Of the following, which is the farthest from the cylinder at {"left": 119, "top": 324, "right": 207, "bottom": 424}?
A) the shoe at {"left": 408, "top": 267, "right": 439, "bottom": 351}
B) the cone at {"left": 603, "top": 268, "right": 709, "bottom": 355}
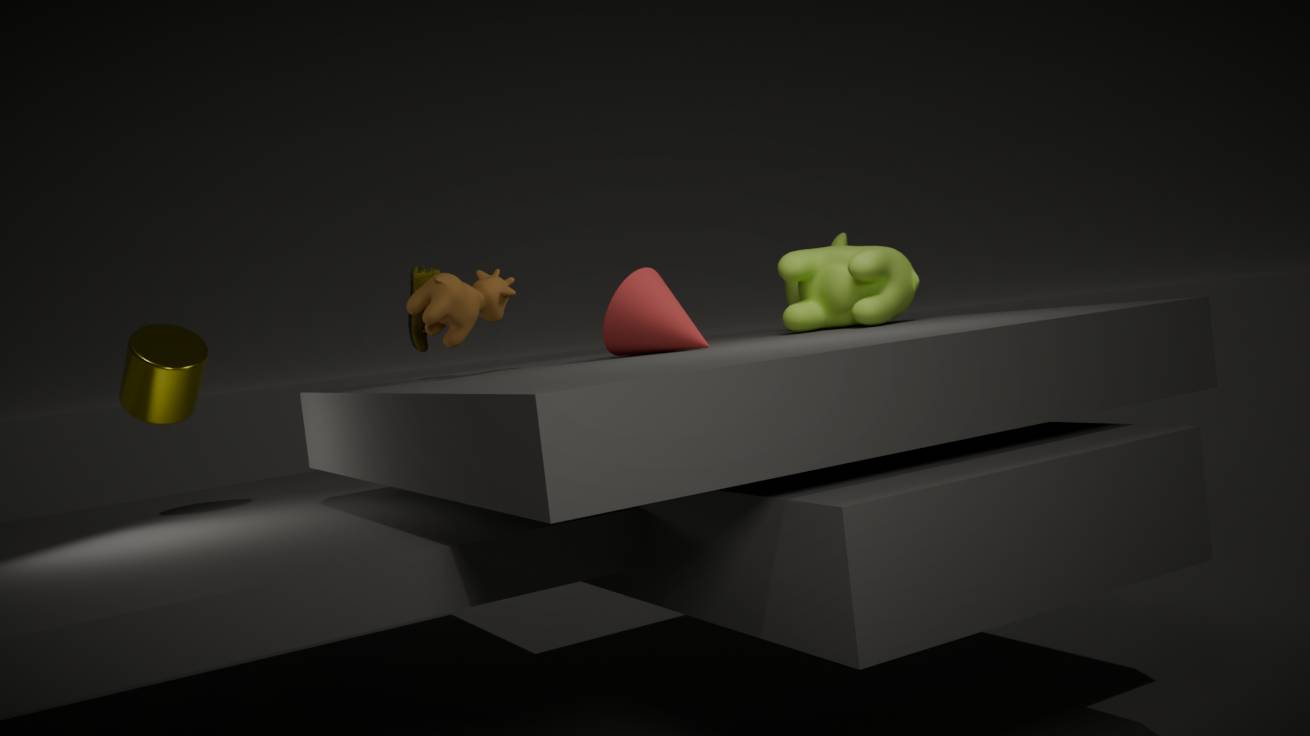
the cone at {"left": 603, "top": 268, "right": 709, "bottom": 355}
